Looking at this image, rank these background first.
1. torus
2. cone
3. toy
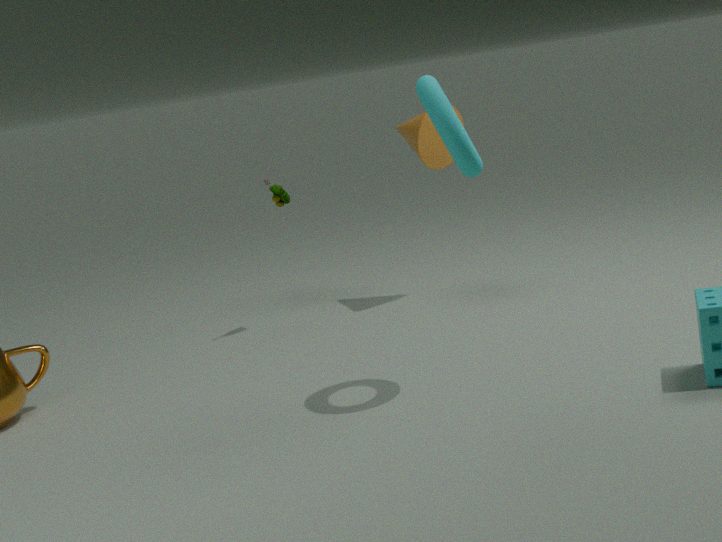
cone < toy < torus
